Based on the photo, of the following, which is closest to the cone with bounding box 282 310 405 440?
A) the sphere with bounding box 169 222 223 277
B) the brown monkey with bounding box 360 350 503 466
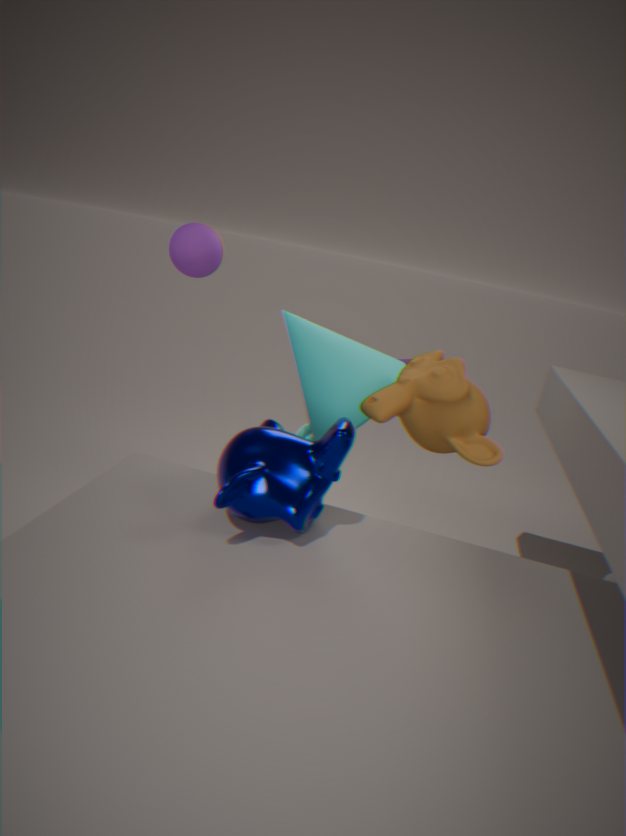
the brown monkey with bounding box 360 350 503 466
